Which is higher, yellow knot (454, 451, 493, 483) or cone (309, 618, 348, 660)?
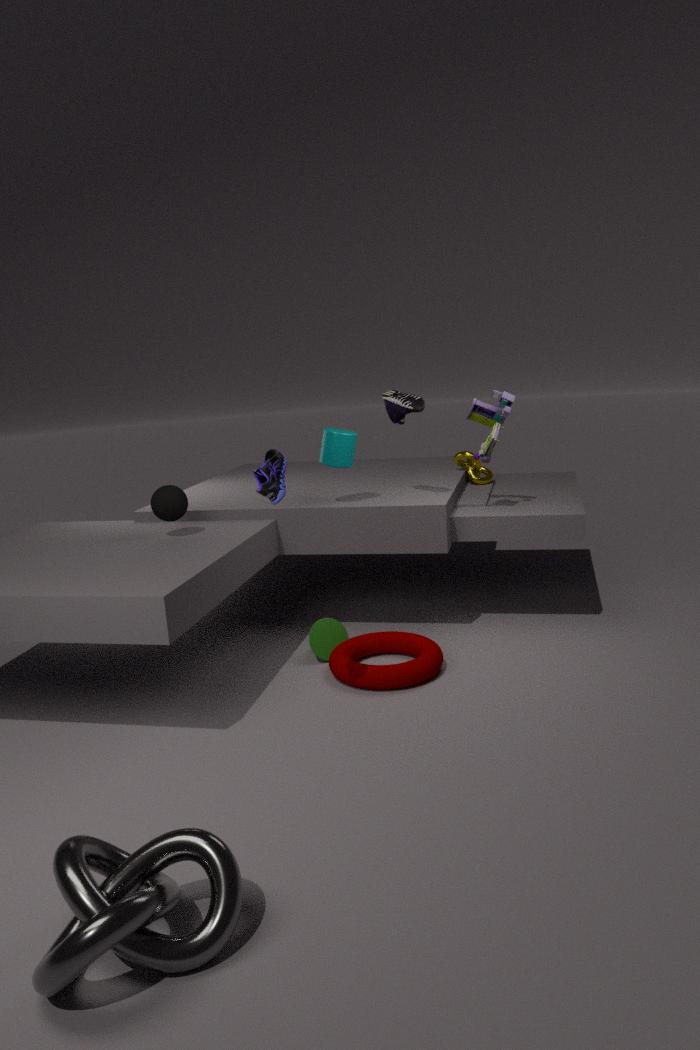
yellow knot (454, 451, 493, 483)
